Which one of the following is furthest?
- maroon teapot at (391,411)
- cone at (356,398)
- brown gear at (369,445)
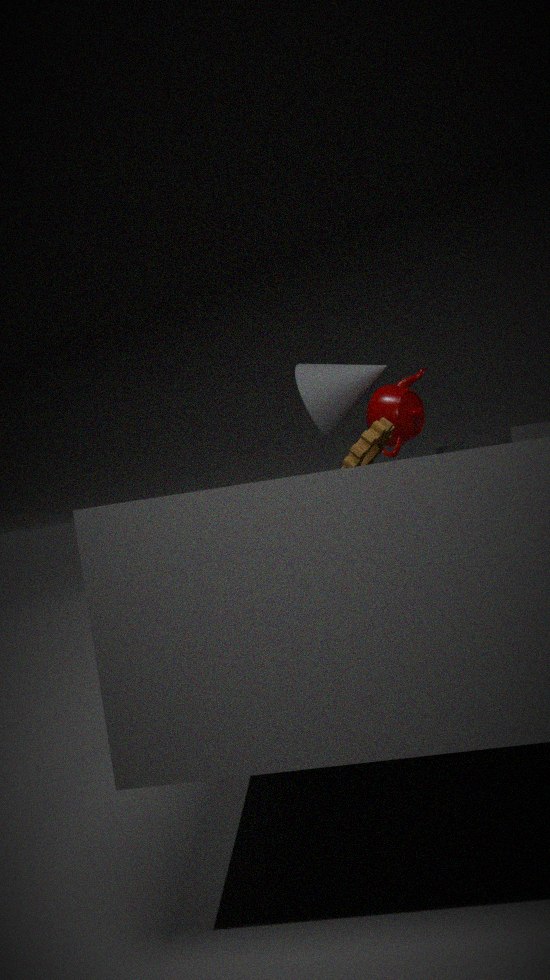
cone at (356,398)
